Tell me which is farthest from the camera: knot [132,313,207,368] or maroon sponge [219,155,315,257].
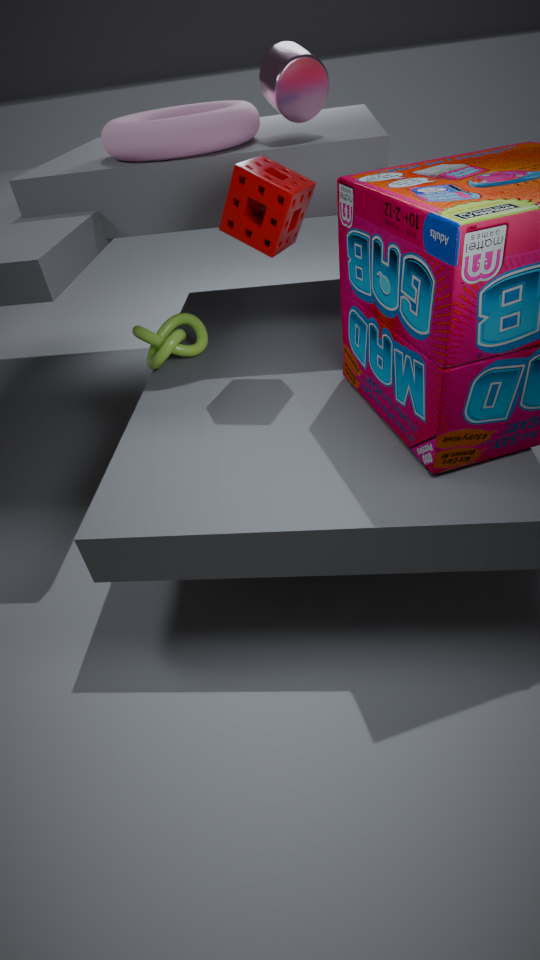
knot [132,313,207,368]
